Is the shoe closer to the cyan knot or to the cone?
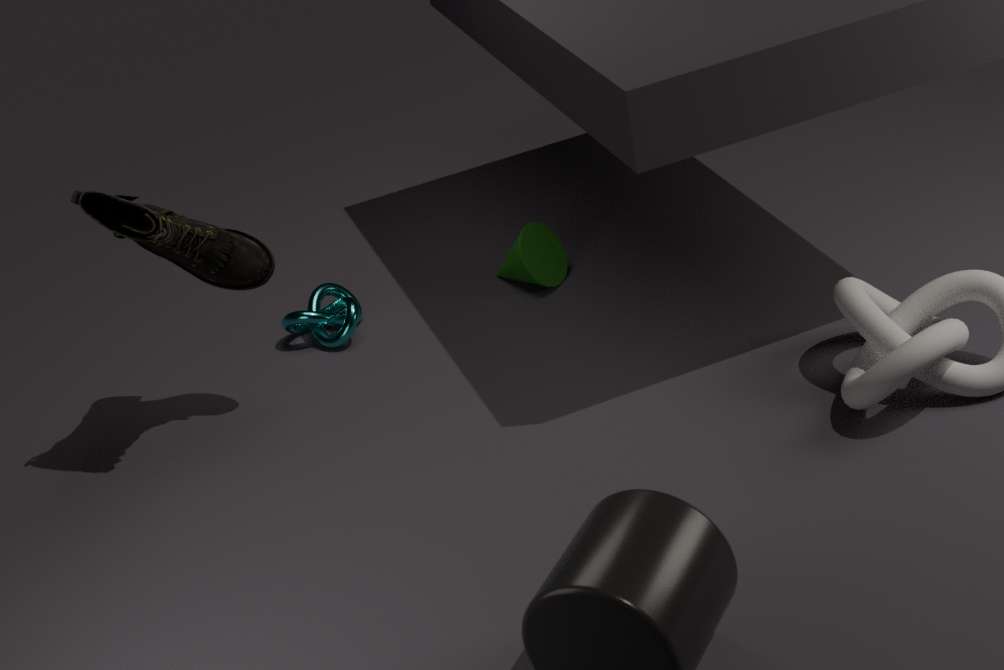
the cyan knot
